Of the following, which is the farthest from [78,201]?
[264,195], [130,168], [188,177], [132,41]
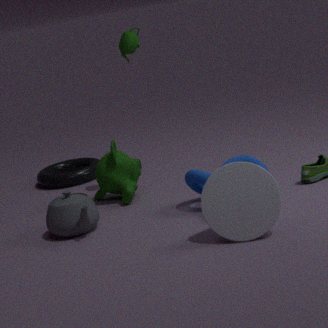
[132,41]
